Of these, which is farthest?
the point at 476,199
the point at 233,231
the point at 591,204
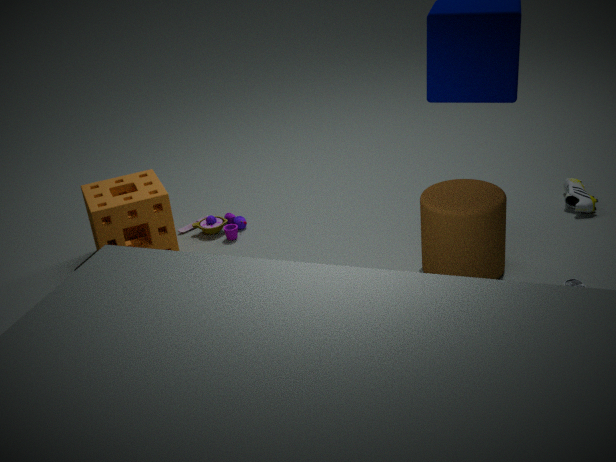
the point at 233,231
